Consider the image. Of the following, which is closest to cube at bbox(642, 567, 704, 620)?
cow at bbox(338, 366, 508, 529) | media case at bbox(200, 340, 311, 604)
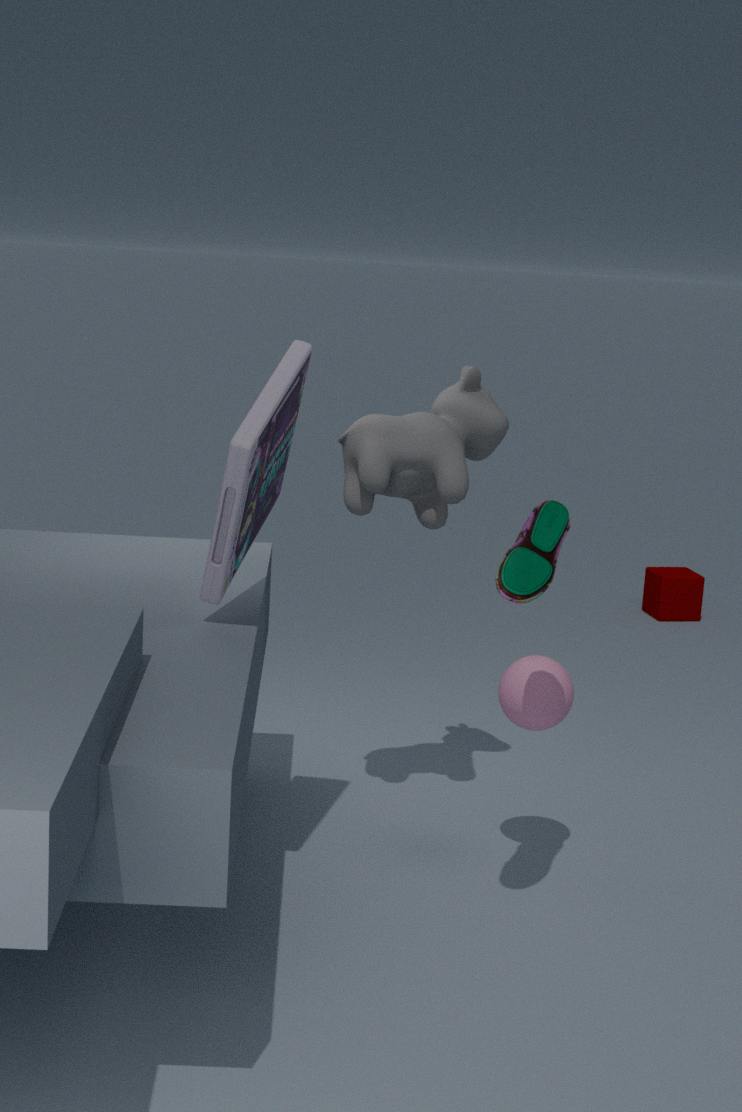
cow at bbox(338, 366, 508, 529)
